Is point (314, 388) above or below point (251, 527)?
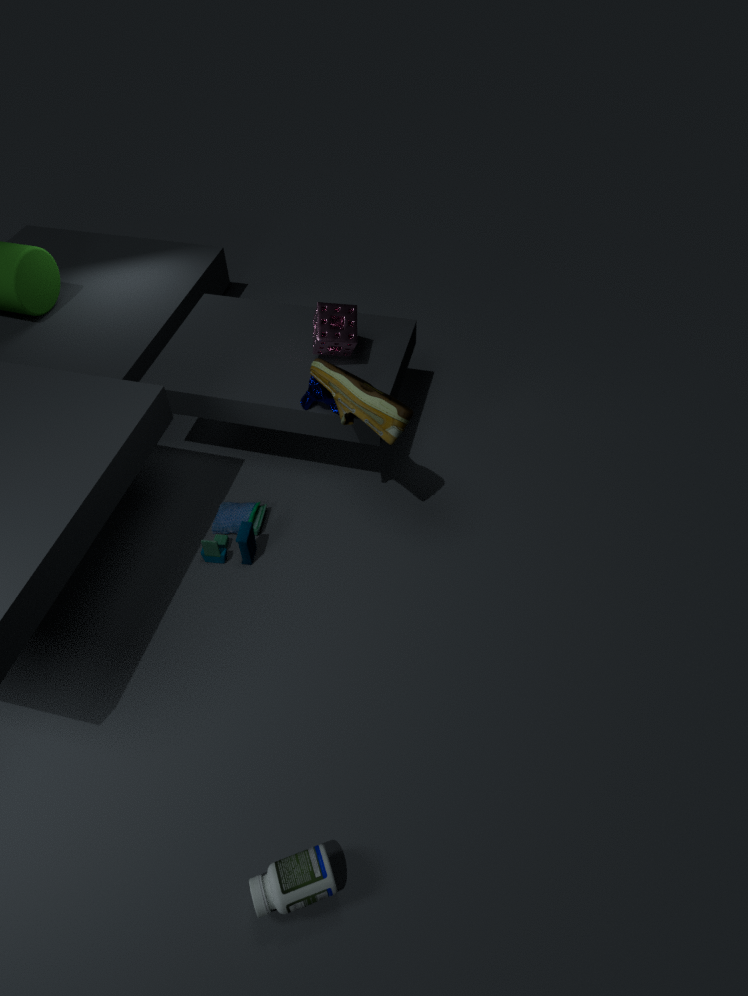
above
